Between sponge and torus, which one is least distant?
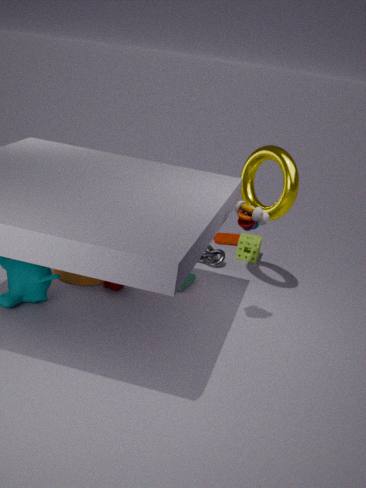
torus
